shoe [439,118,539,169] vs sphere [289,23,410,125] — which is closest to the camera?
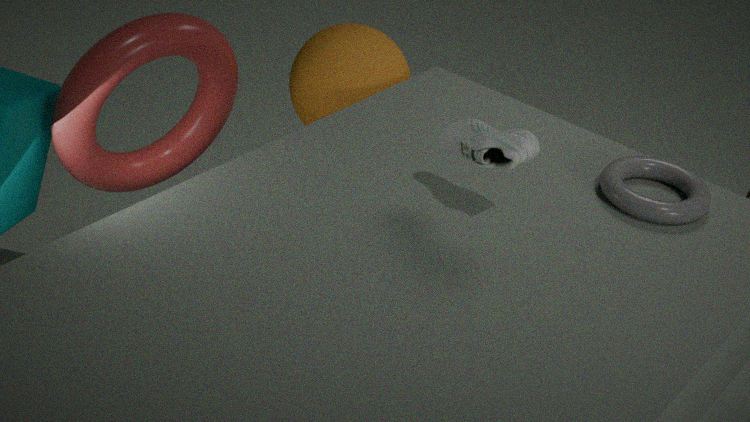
shoe [439,118,539,169]
